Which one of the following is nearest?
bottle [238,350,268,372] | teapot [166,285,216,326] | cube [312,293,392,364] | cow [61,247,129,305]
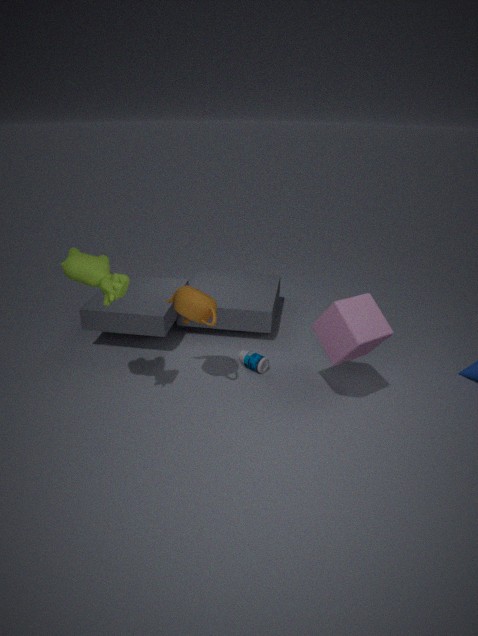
cow [61,247,129,305]
